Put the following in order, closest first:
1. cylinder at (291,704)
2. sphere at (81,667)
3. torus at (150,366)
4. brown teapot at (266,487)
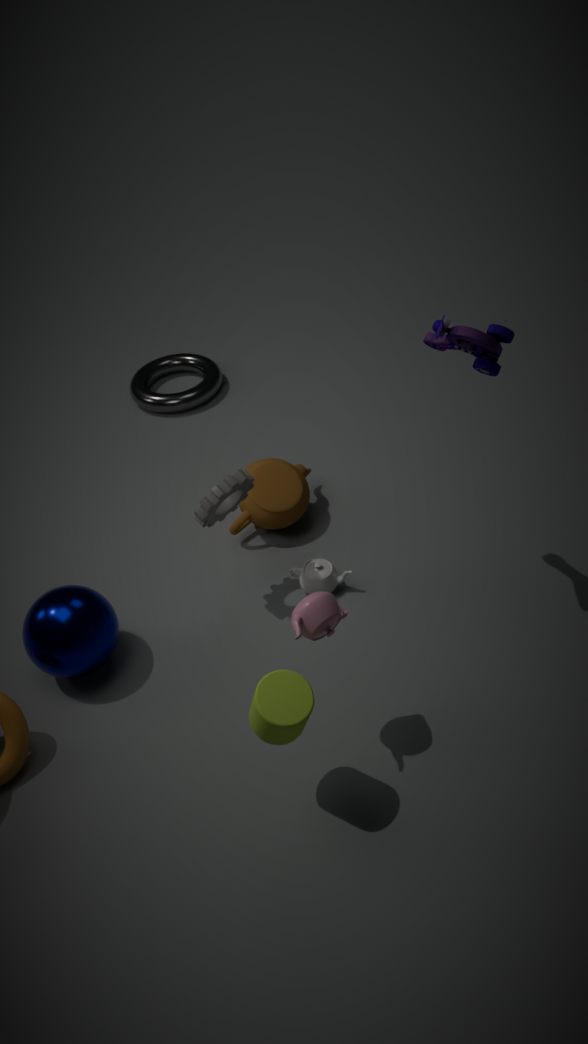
cylinder at (291,704)
sphere at (81,667)
brown teapot at (266,487)
torus at (150,366)
